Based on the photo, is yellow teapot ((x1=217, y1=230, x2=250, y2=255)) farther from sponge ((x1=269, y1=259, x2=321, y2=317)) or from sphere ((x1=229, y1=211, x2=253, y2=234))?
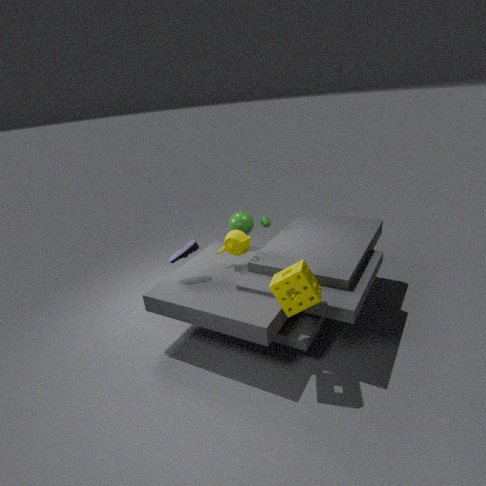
sponge ((x1=269, y1=259, x2=321, y2=317))
